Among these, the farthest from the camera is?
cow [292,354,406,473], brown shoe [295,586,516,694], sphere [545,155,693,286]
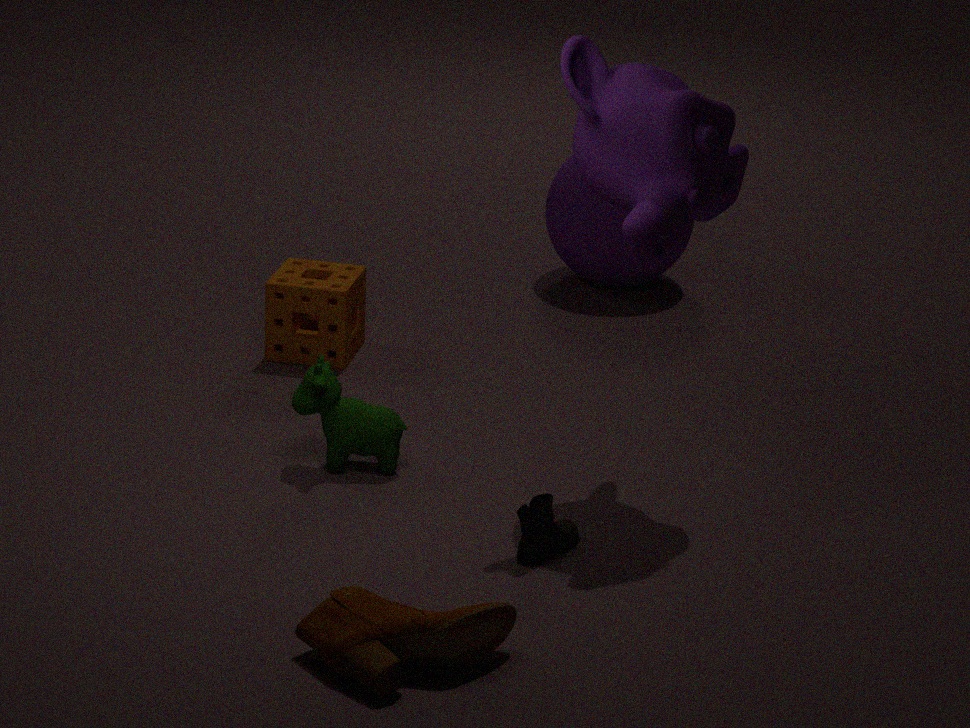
sphere [545,155,693,286]
